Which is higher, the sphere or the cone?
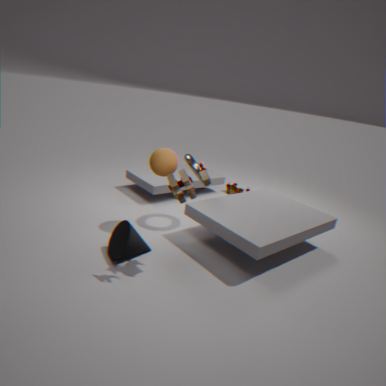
the sphere
